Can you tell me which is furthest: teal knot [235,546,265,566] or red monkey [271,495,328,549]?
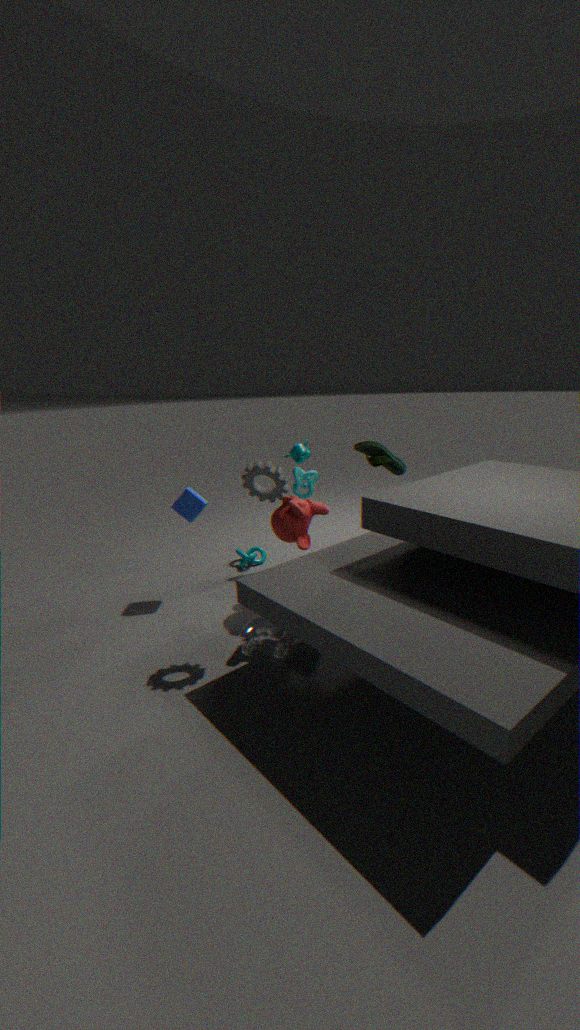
teal knot [235,546,265,566]
